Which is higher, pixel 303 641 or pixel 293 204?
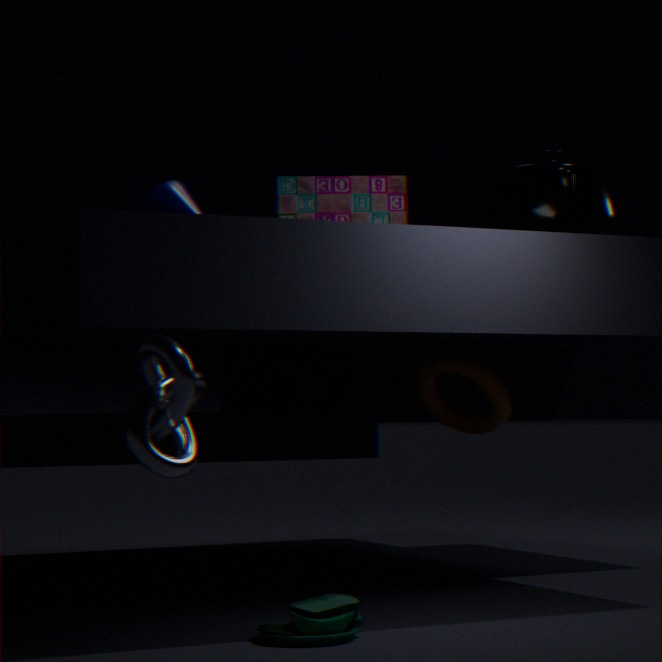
pixel 293 204
